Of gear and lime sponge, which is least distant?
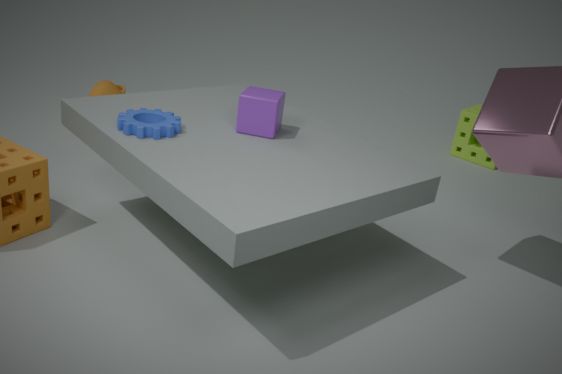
gear
